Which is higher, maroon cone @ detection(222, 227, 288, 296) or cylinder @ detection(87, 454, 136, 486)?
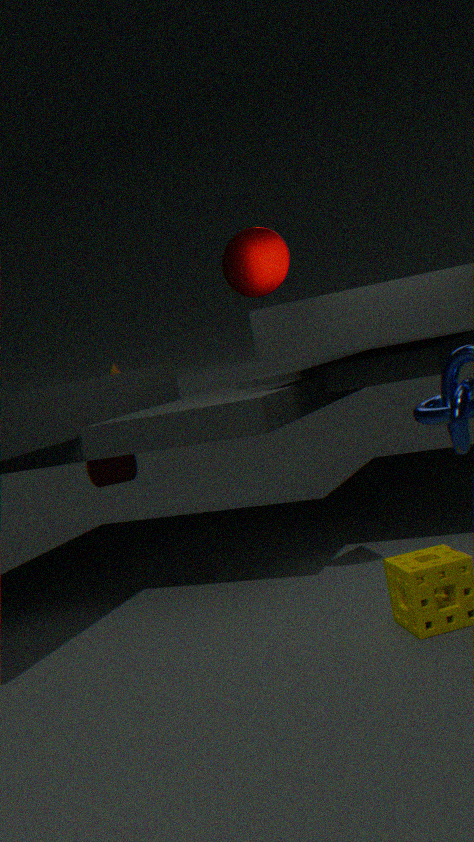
maroon cone @ detection(222, 227, 288, 296)
